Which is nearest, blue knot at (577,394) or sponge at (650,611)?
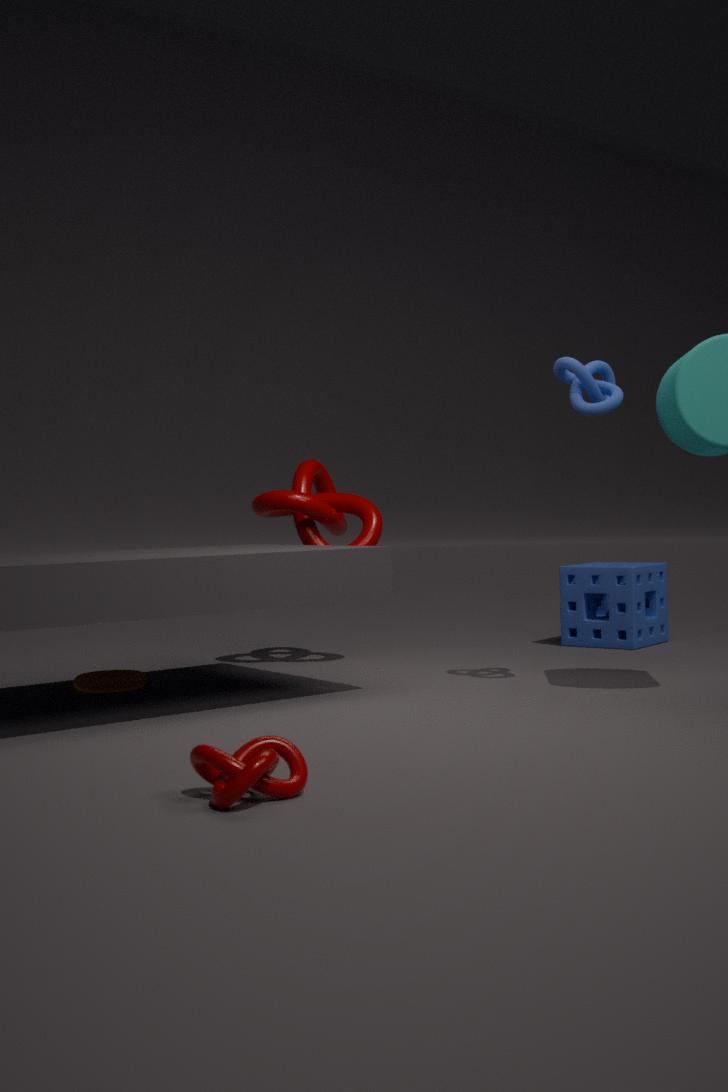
blue knot at (577,394)
